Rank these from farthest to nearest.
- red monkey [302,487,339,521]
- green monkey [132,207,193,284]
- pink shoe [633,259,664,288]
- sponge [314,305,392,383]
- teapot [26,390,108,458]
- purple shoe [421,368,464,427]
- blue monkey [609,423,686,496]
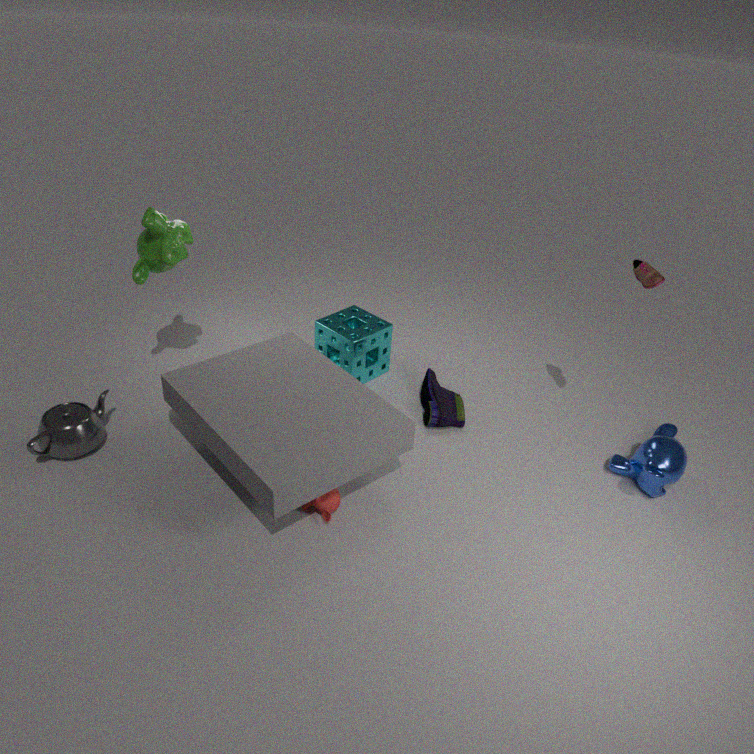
sponge [314,305,392,383]
purple shoe [421,368,464,427]
green monkey [132,207,193,284]
teapot [26,390,108,458]
blue monkey [609,423,686,496]
pink shoe [633,259,664,288]
red monkey [302,487,339,521]
